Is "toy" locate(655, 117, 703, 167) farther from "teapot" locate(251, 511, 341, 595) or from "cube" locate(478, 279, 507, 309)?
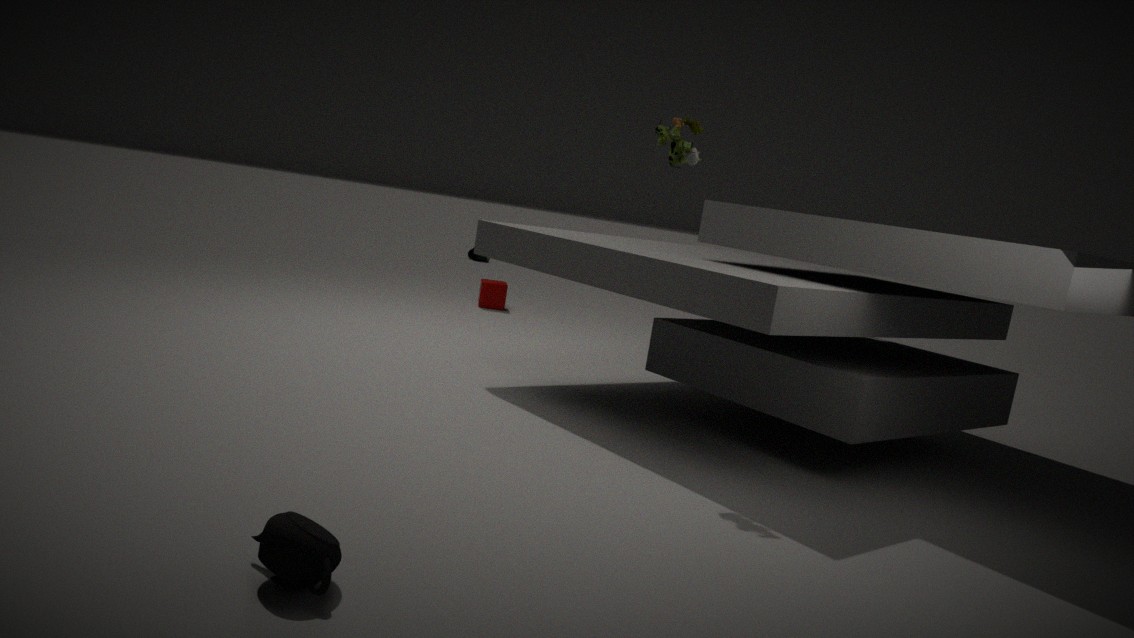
"cube" locate(478, 279, 507, 309)
